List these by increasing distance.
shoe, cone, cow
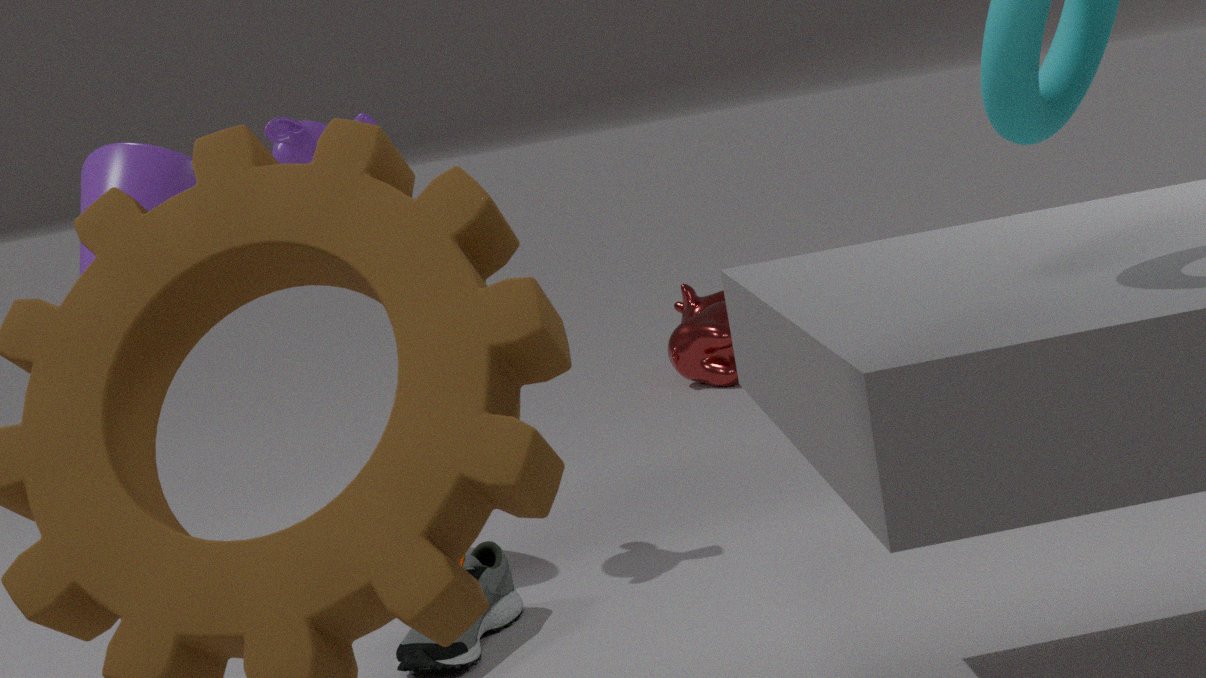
1. shoe
2. cone
3. cow
